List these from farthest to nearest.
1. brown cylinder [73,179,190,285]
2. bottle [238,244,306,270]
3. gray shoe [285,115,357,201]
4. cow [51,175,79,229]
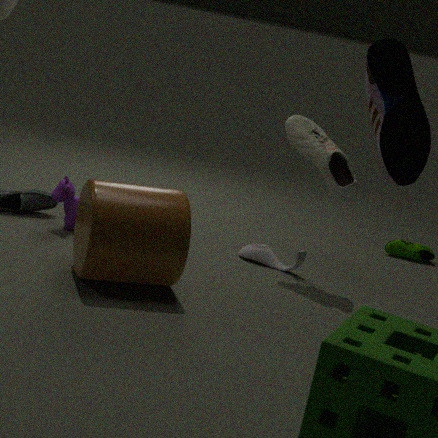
1. bottle [238,244,306,270]
2. cow [51,175,79,229]
3. gray shoe [285,115,357,201]
4. brown cylinder [73,179,190,285]
